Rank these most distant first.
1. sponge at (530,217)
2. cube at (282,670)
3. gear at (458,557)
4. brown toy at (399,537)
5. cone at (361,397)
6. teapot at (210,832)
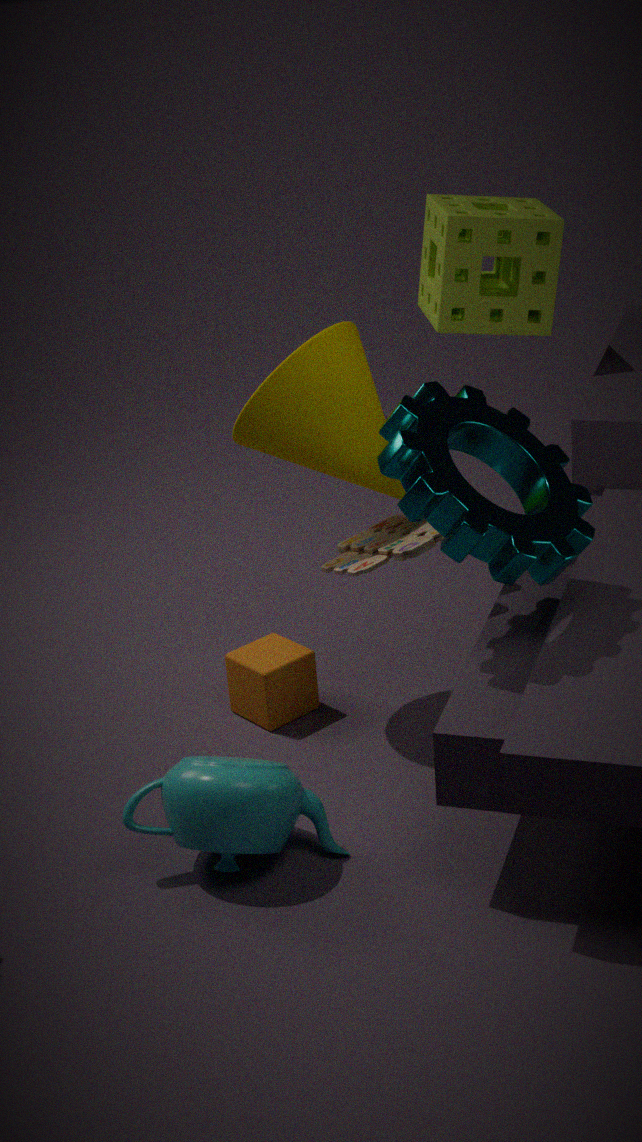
1. sponge at (530,217)
2. cube at (282,670)
3. cone at (361,397)
4. brown toy at (399,537)
5. teapot at (210,832)
6. gear at (458,557)
